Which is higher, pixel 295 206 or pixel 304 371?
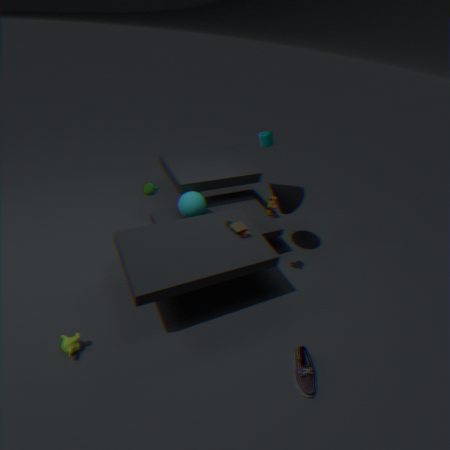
pixel 295 206
